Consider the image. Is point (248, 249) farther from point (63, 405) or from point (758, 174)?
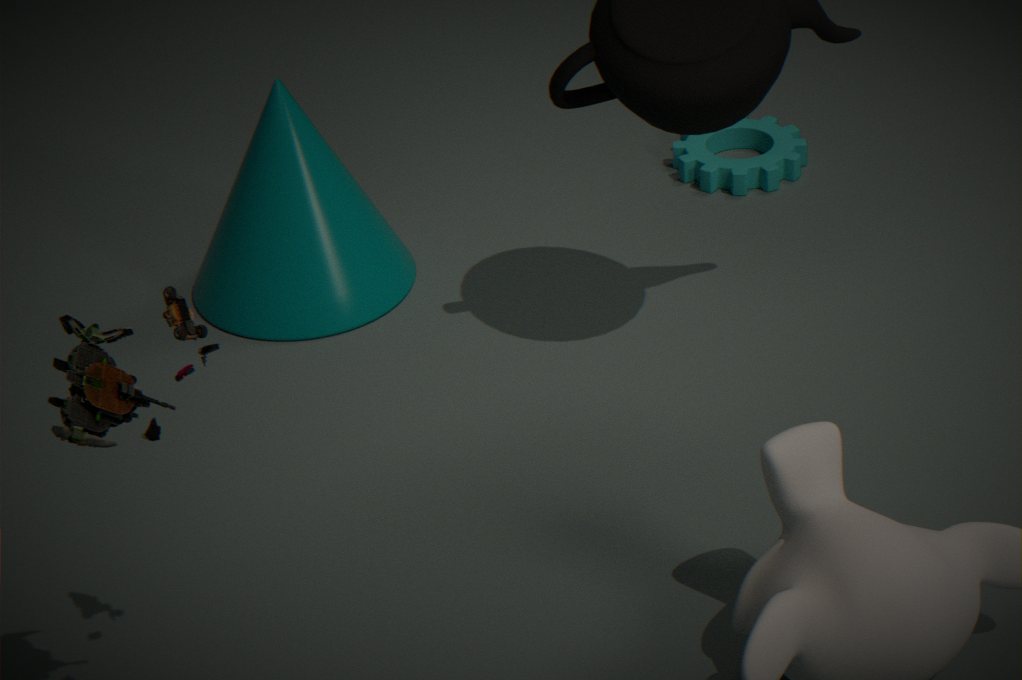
point (63, 405)
